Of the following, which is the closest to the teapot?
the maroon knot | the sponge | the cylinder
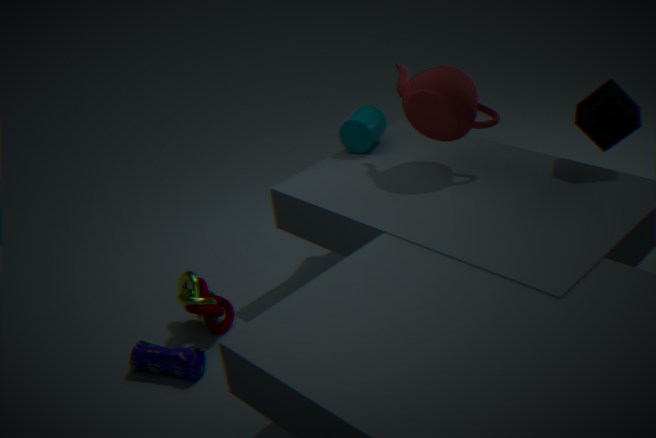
the cylinder
